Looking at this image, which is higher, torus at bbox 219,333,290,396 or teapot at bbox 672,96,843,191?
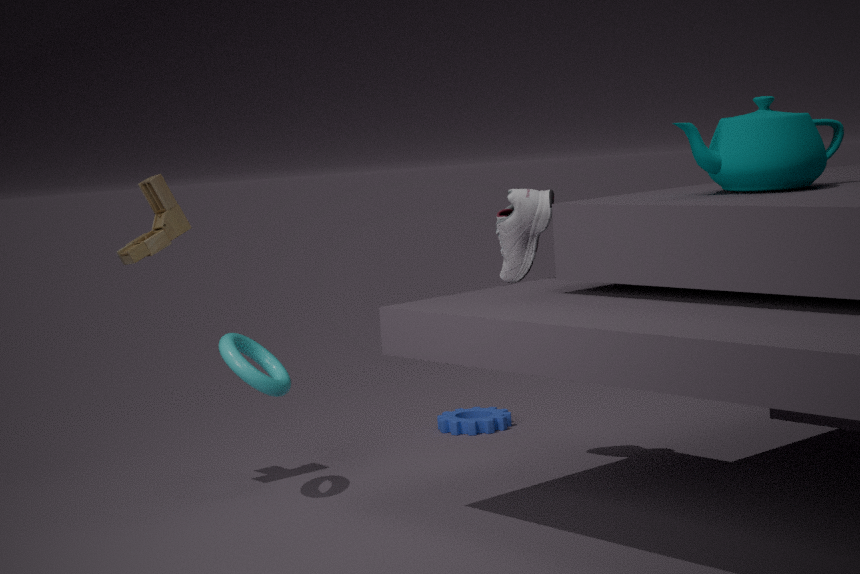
teapot at bbox 672,96,843,191
